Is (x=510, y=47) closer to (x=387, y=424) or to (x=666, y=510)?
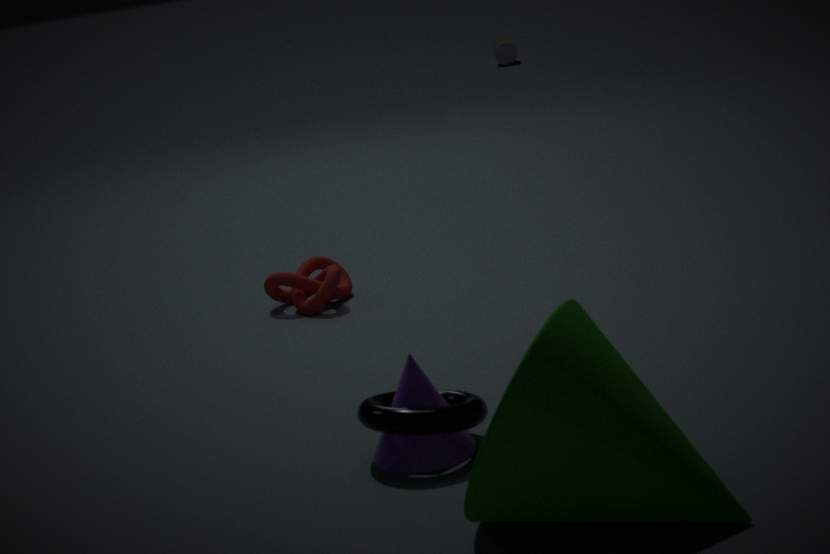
(x=387, y=424)
